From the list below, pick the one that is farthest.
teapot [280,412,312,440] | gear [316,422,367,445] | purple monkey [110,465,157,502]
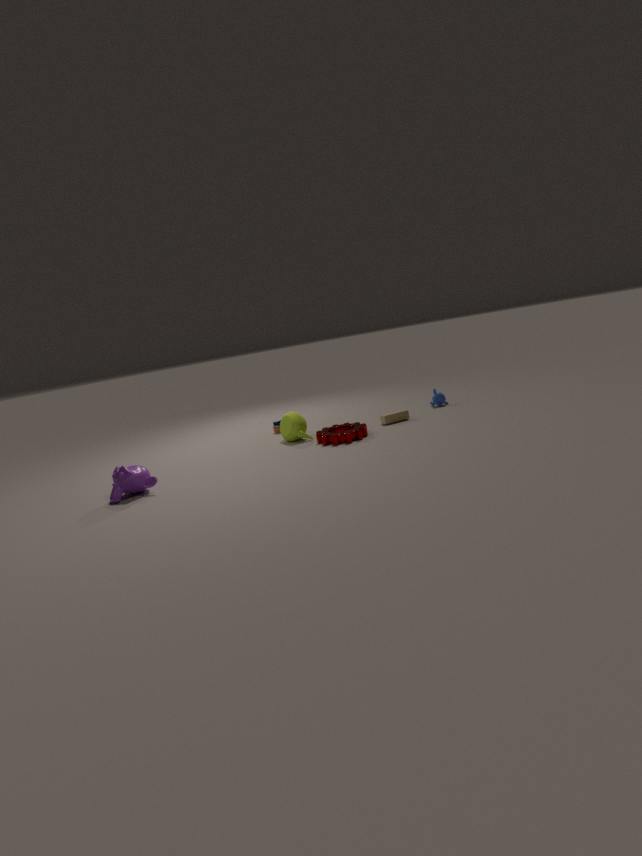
teapot [280,412,312,440]
